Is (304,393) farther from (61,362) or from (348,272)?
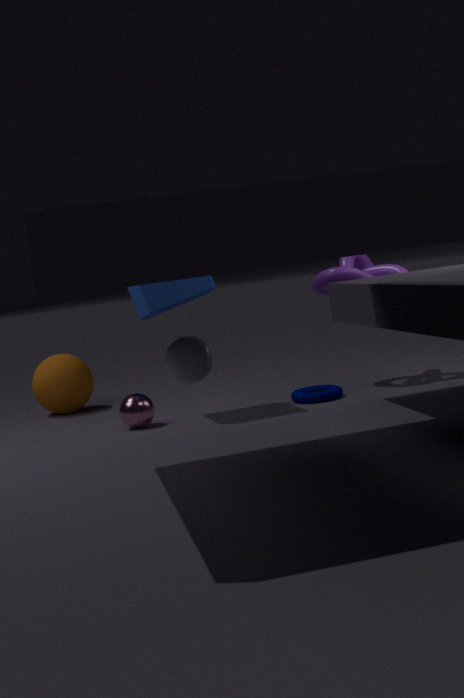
(61,362)
